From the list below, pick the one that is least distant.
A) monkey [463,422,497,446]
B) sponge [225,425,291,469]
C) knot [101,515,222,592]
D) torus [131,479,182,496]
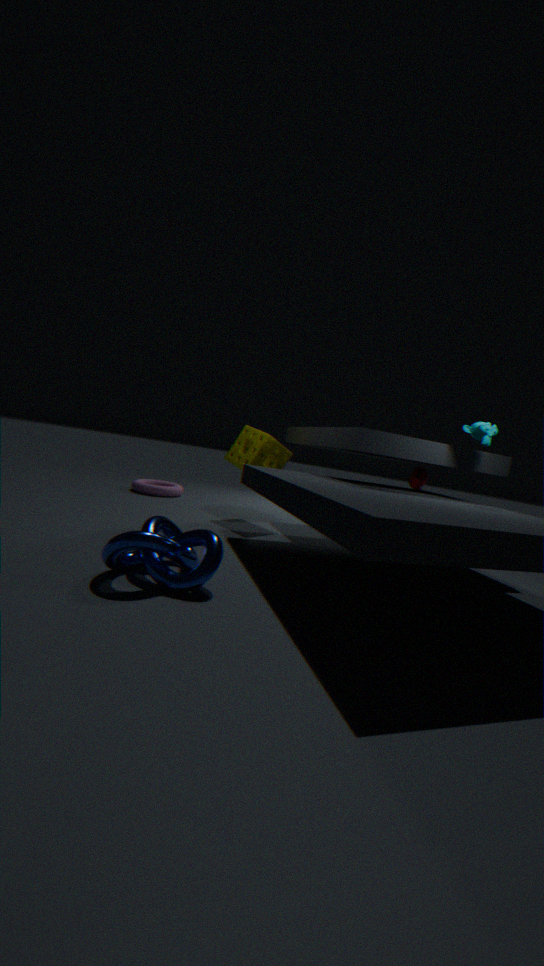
C. knot [101,515,222,592]
